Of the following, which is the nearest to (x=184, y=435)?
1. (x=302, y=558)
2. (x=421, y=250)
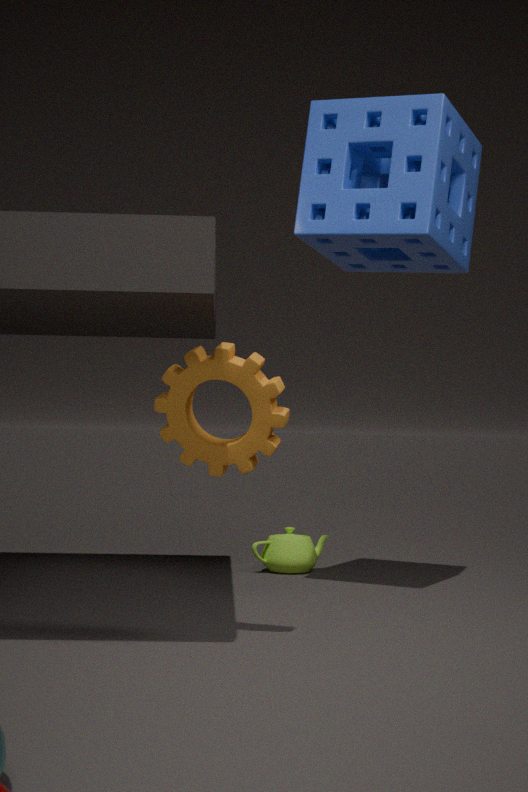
(x=421, y=250)
